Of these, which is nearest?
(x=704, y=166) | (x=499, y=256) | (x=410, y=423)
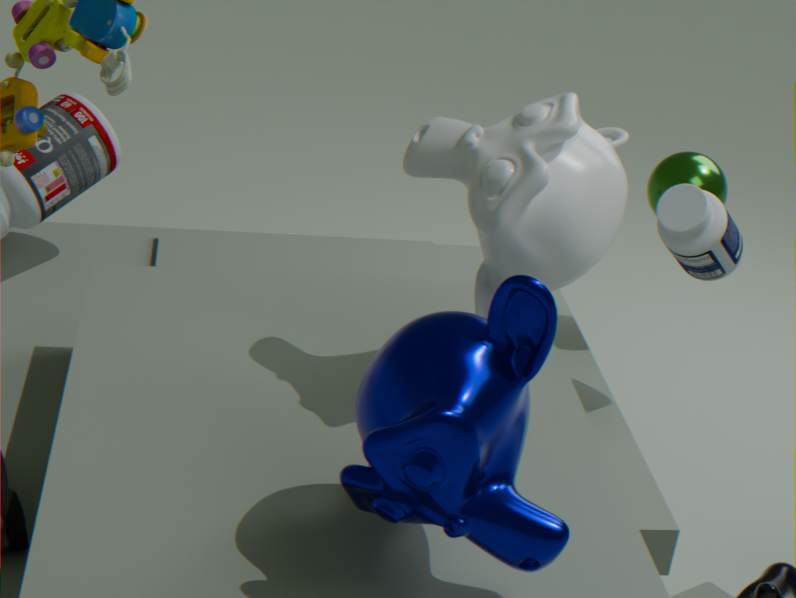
(x=410, y=423)
